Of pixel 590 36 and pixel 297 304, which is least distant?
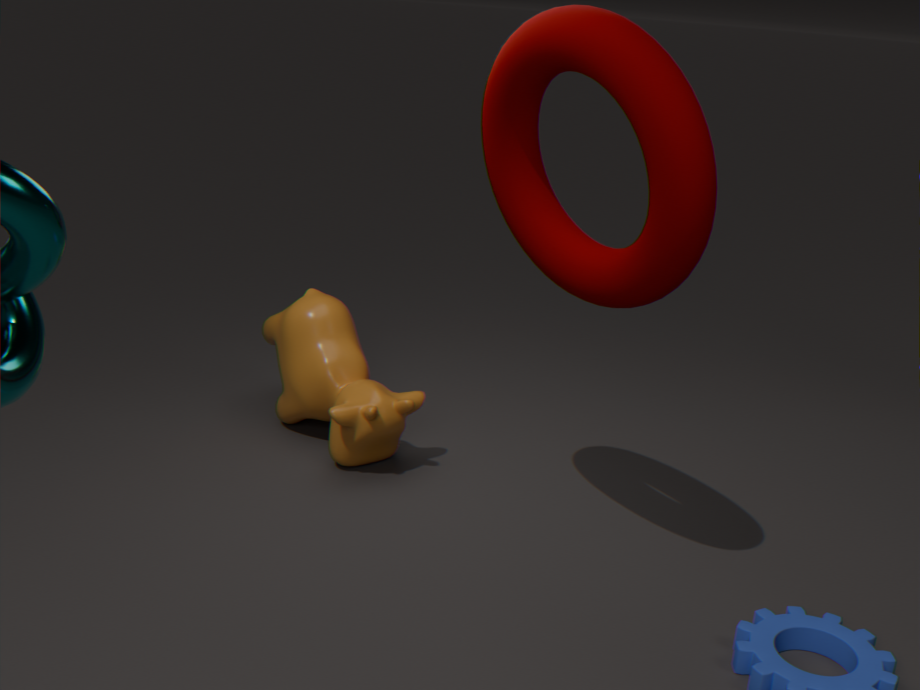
pixel 590 36
